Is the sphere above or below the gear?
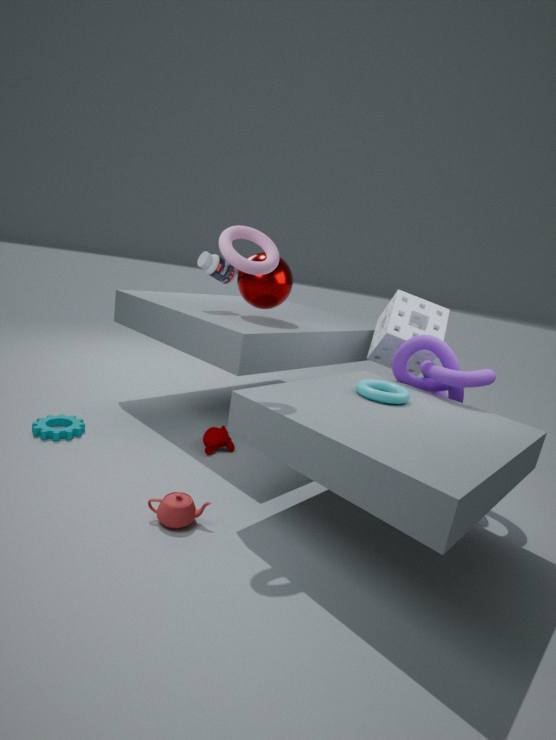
above
